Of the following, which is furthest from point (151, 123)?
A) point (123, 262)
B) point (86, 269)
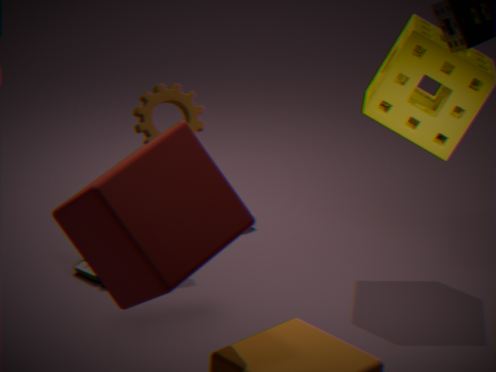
point (123, 262)
